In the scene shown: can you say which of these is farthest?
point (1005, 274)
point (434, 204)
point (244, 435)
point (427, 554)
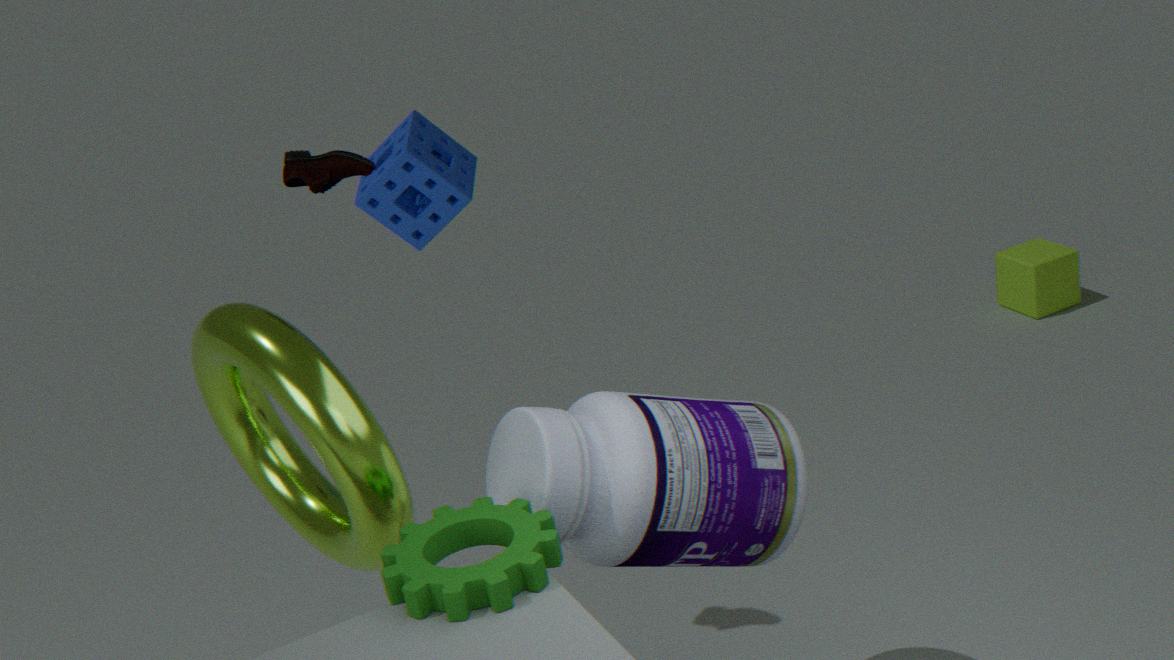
point (1005, 274)
